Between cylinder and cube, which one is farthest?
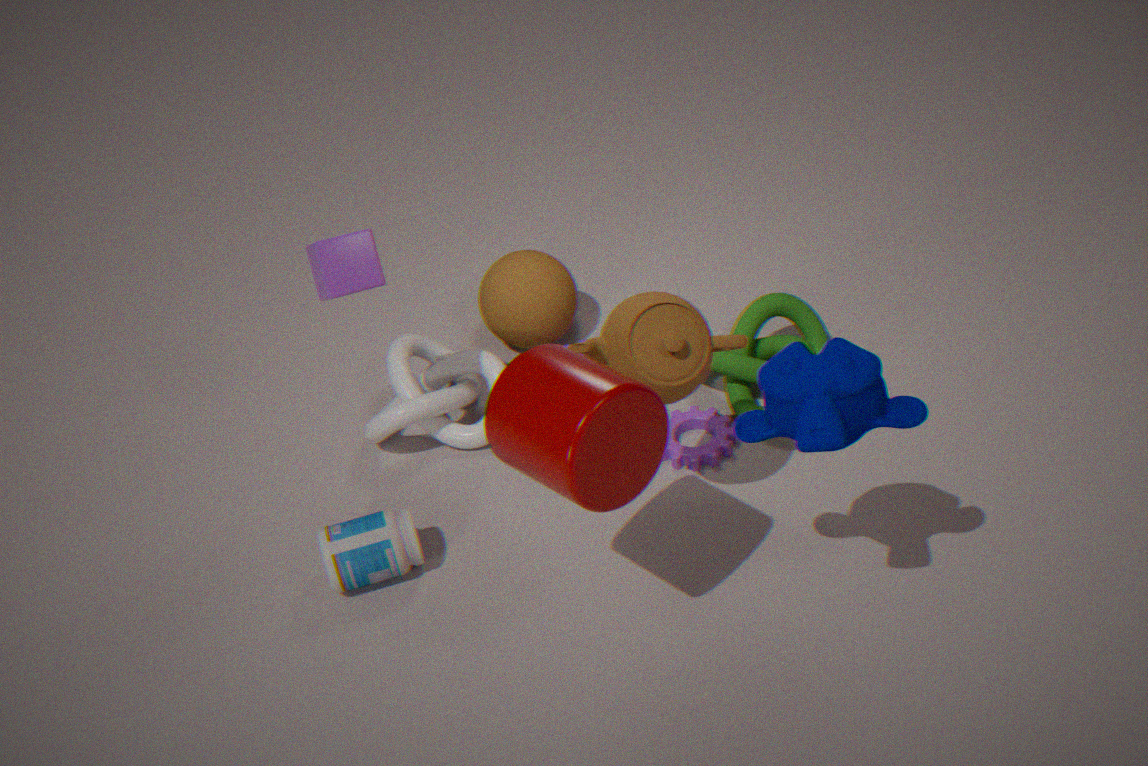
cube
